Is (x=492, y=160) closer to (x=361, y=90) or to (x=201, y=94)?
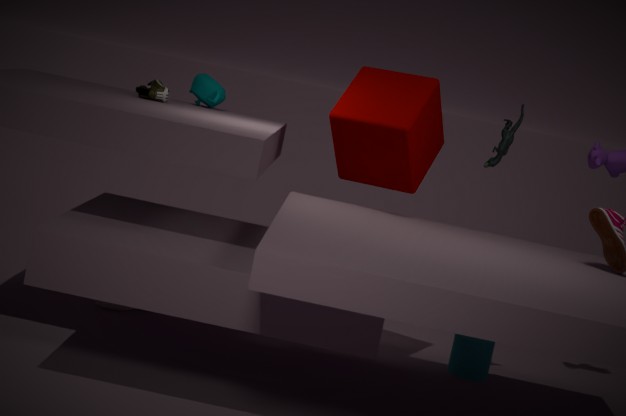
(x=361, y=90)
